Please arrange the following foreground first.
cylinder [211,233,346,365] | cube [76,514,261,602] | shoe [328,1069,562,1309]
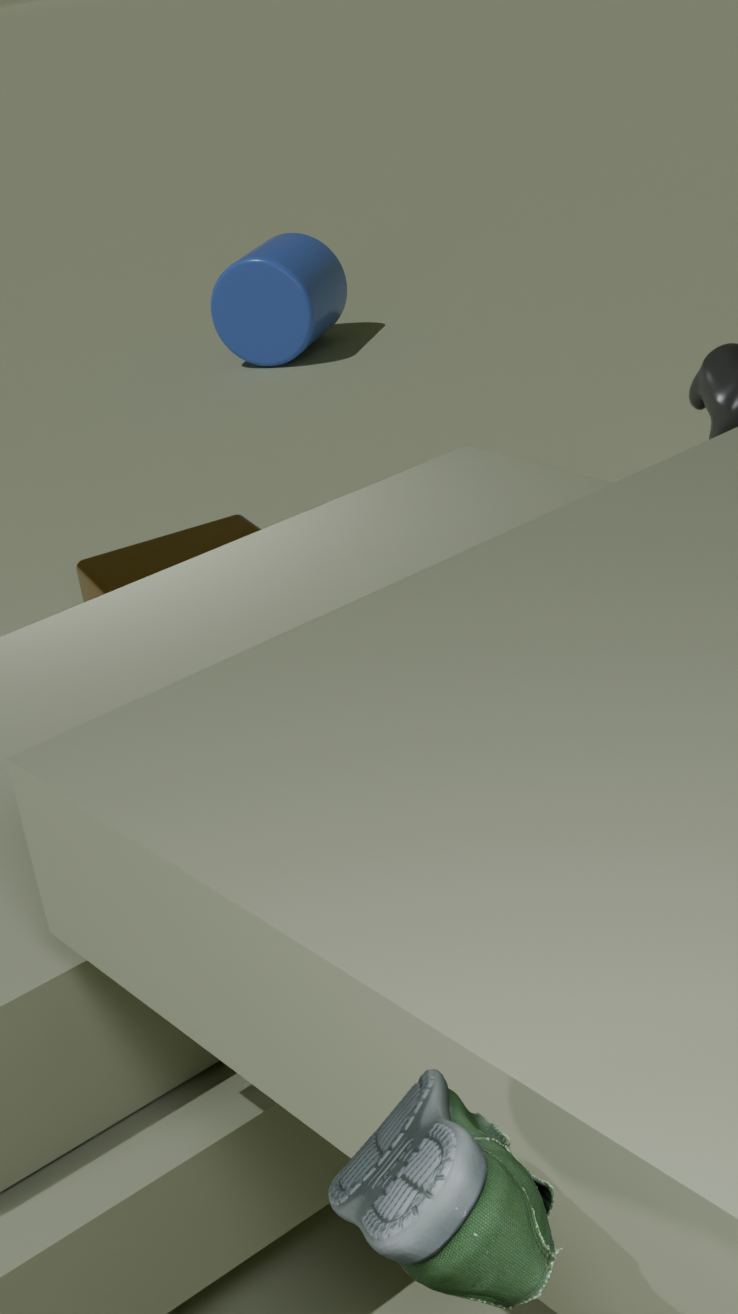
shoe [328,1069,562,1309]
cube [76,514,261,602]
cylinder [211,233,346,365]
